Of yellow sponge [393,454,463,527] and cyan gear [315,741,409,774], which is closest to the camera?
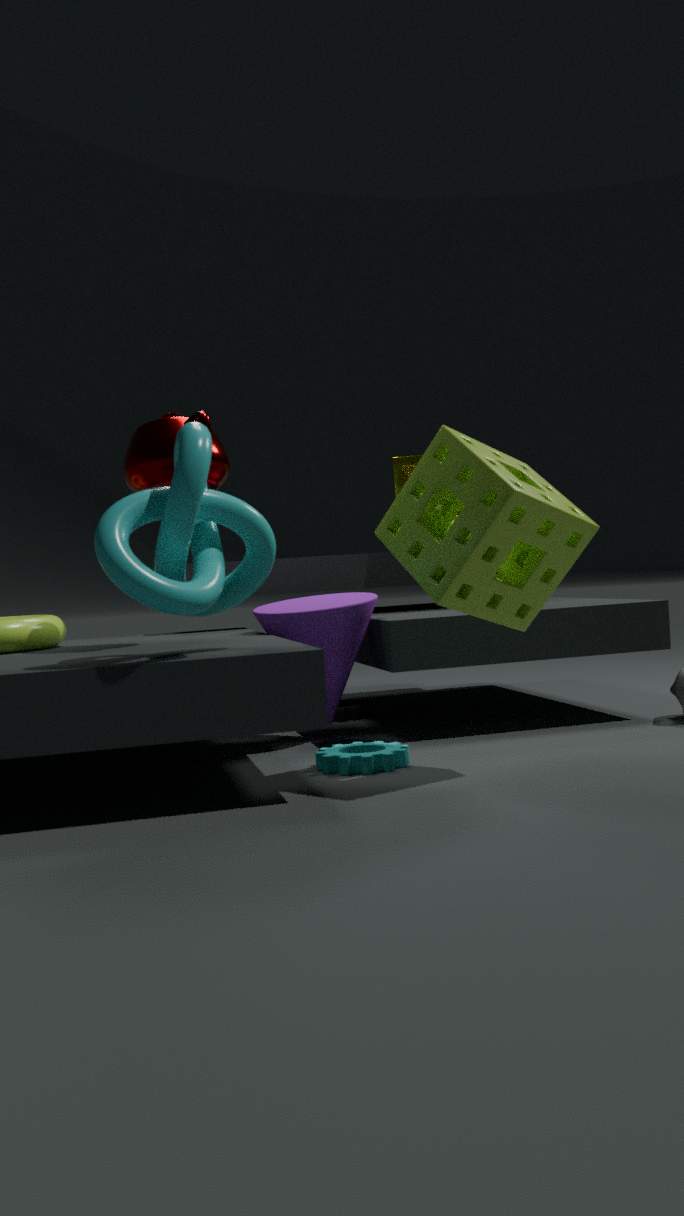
cyan gear [315,741,409,774]
